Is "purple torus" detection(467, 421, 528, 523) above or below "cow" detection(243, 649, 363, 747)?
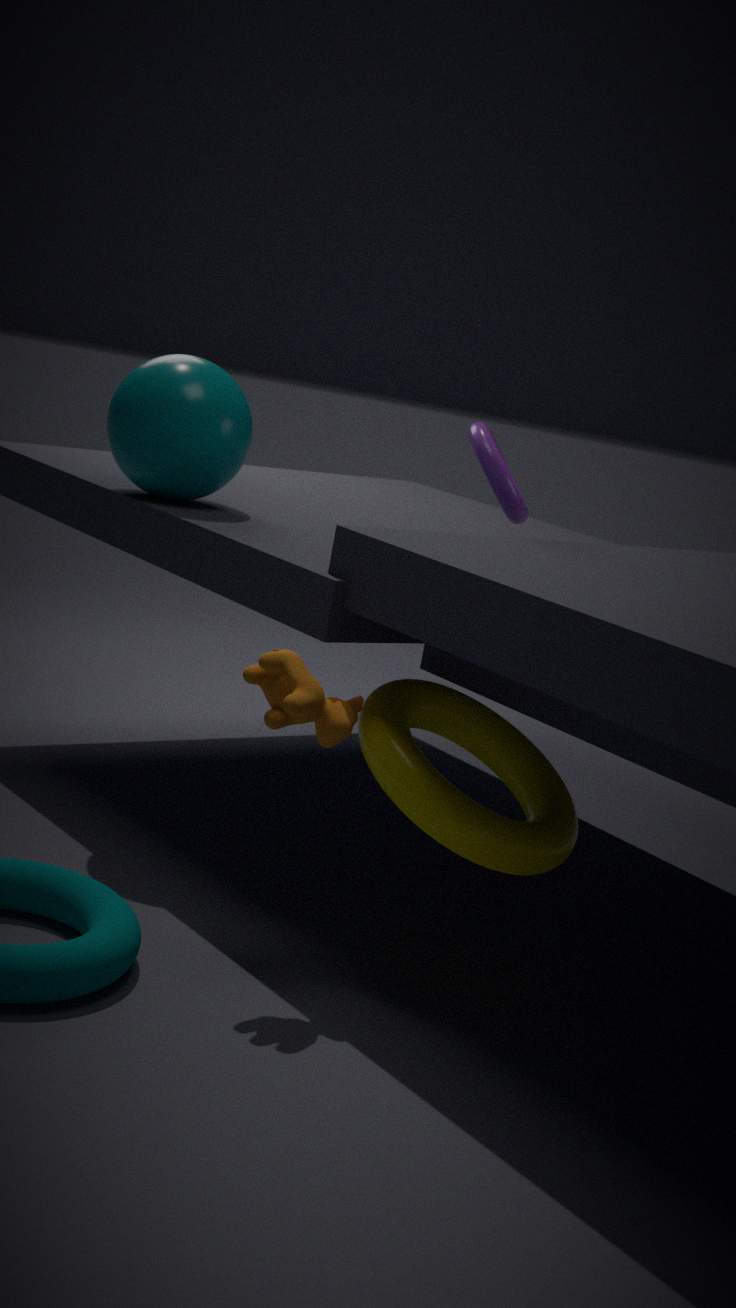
above
